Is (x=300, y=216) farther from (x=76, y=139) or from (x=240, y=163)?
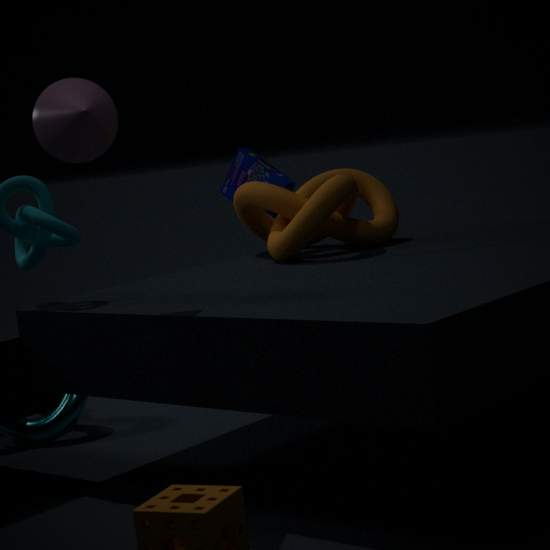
(x=76, y=139)
